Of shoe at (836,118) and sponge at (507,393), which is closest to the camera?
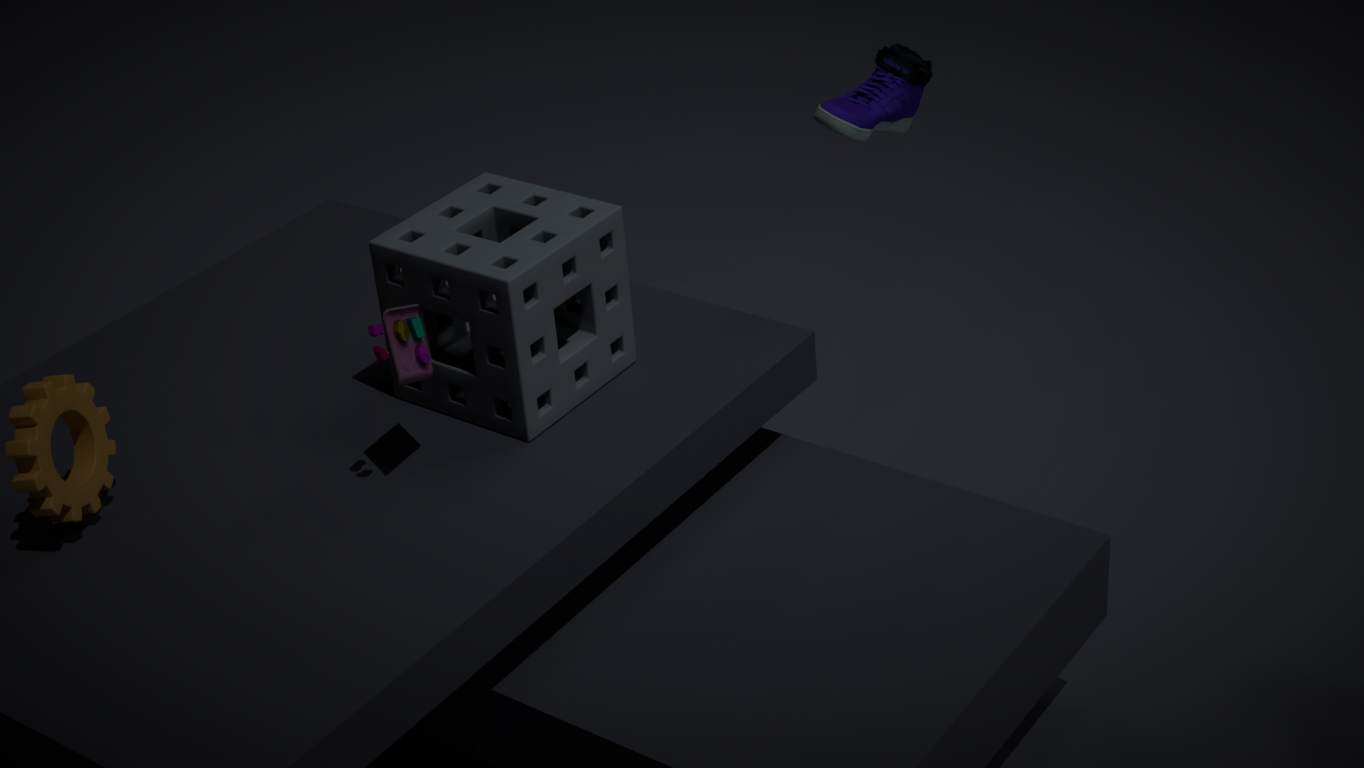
sponge at (507,393)
